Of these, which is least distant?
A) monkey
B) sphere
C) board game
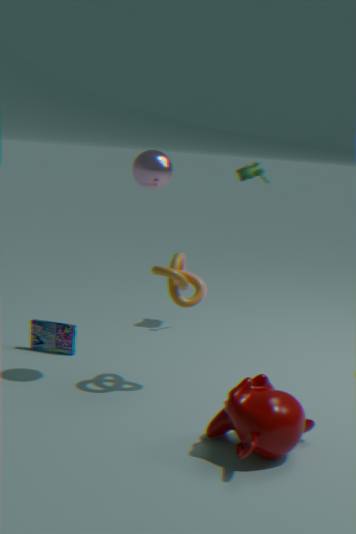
monkey
